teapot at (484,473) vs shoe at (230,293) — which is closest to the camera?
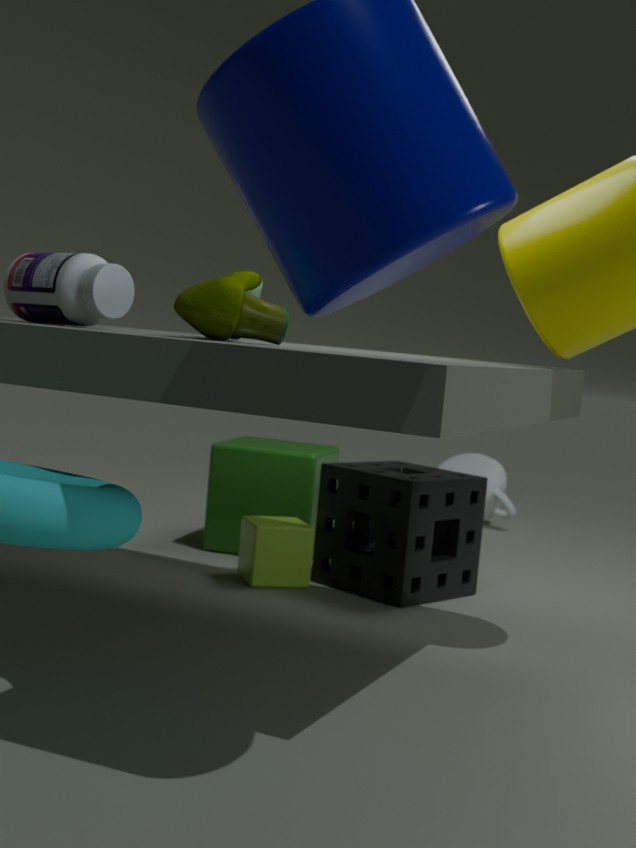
shoe at (230,293)
